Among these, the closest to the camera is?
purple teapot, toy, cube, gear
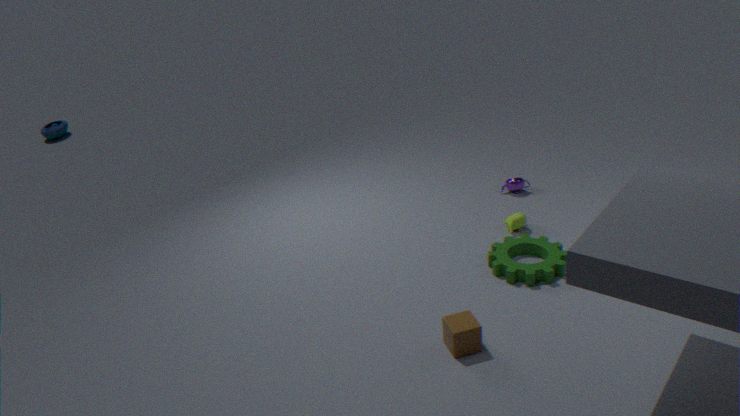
cube
